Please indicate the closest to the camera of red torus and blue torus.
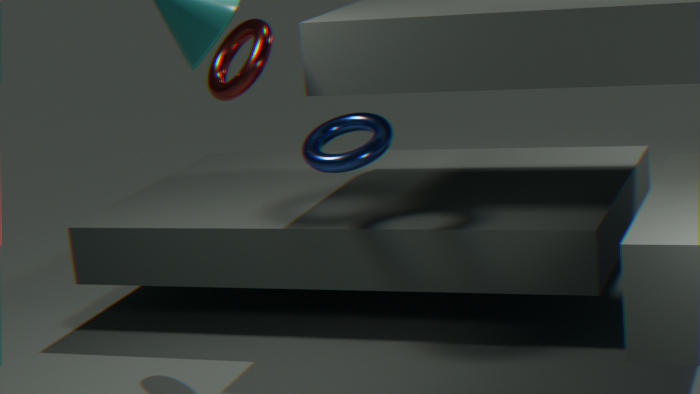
blue torus
